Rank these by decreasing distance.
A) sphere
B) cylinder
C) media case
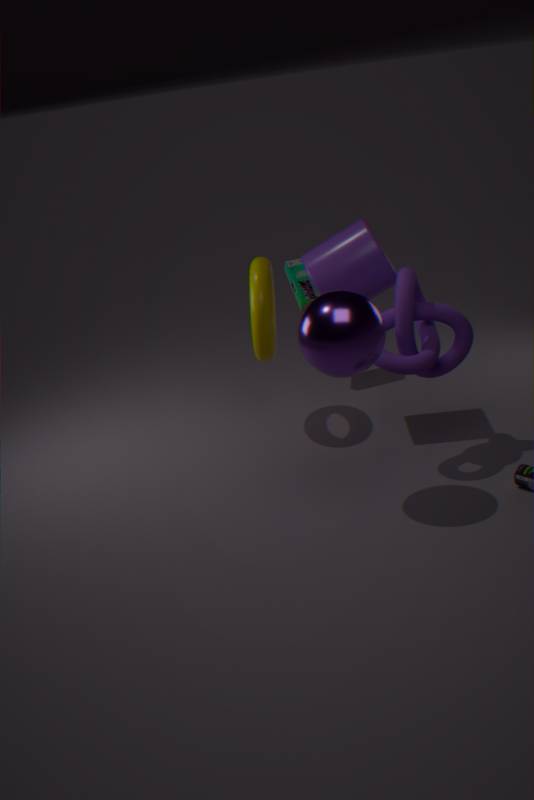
media case, cylinder, sphere
